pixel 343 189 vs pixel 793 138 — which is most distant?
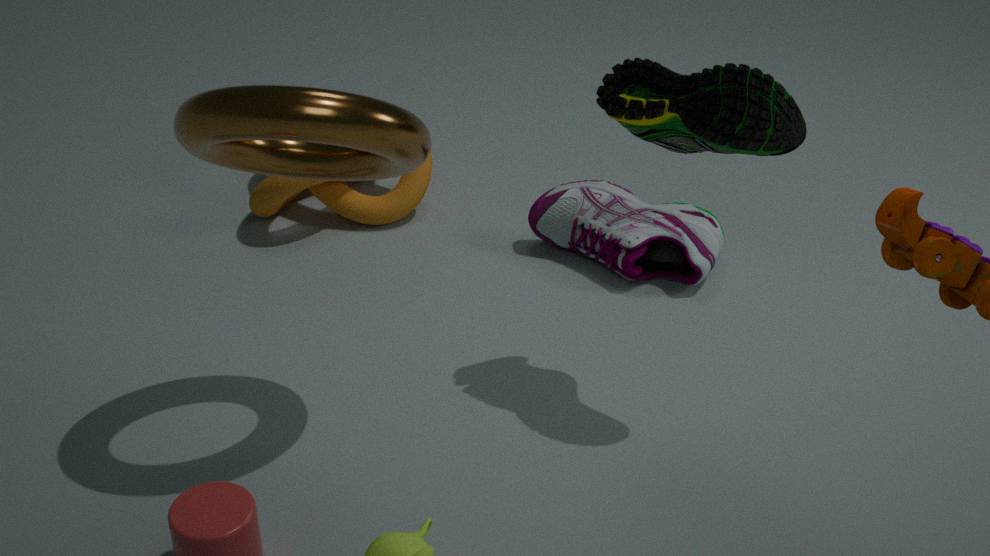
pixel 343 189
